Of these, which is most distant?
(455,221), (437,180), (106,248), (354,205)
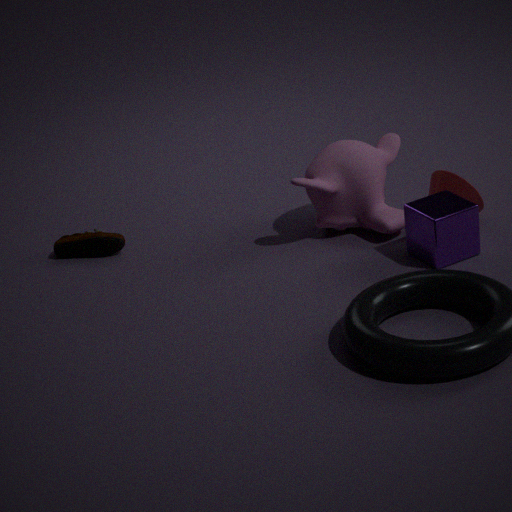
(106,248)
